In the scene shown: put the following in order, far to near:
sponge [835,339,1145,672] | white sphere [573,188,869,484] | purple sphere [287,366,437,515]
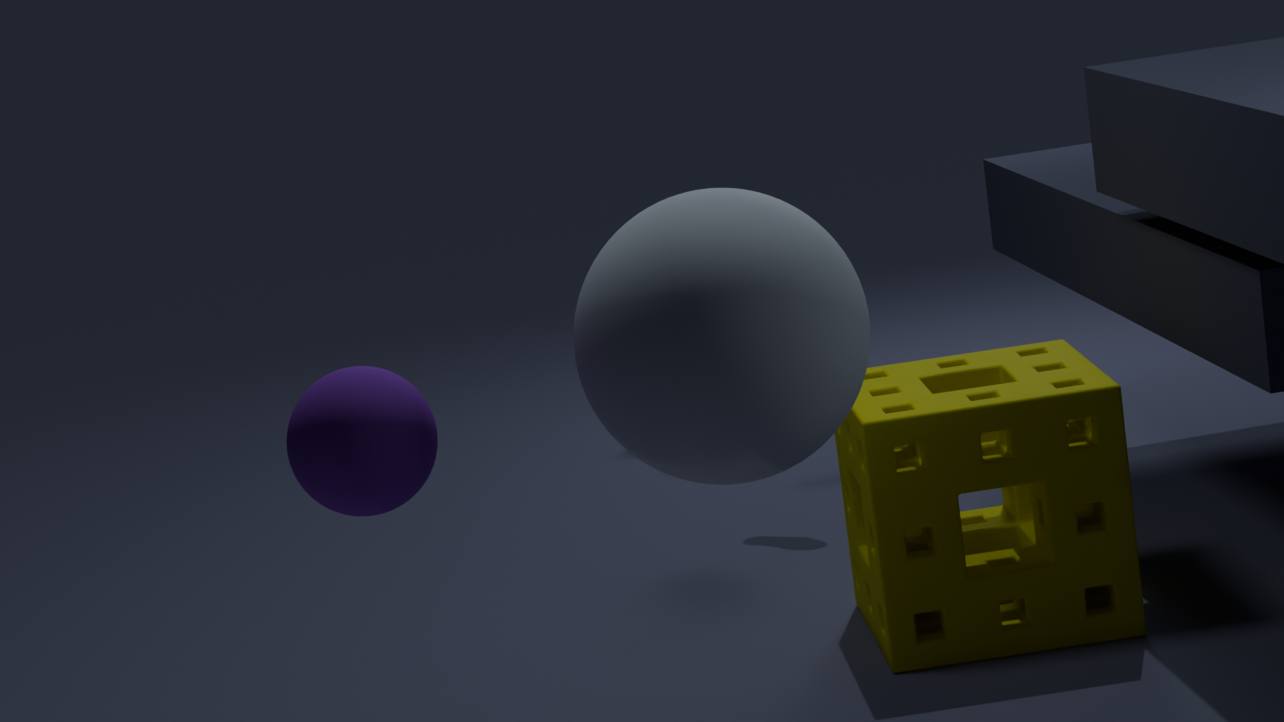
1. sponge [835,339,1145,672]
2. purple sphere [287,366,437,515]
3. white sphere [573,188,869,484]
